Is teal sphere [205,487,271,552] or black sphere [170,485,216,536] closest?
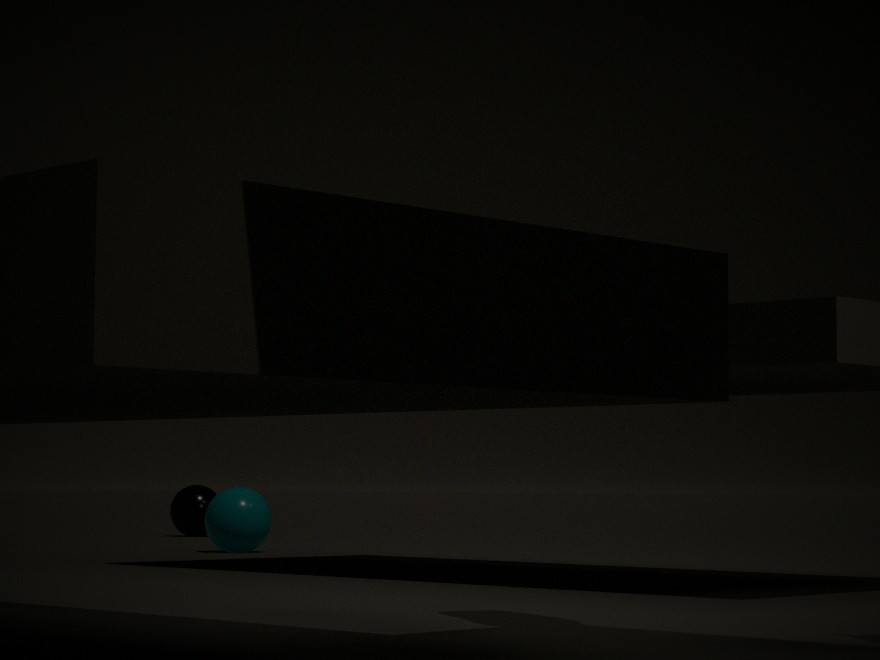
teal sphere [205,487,271,552]
